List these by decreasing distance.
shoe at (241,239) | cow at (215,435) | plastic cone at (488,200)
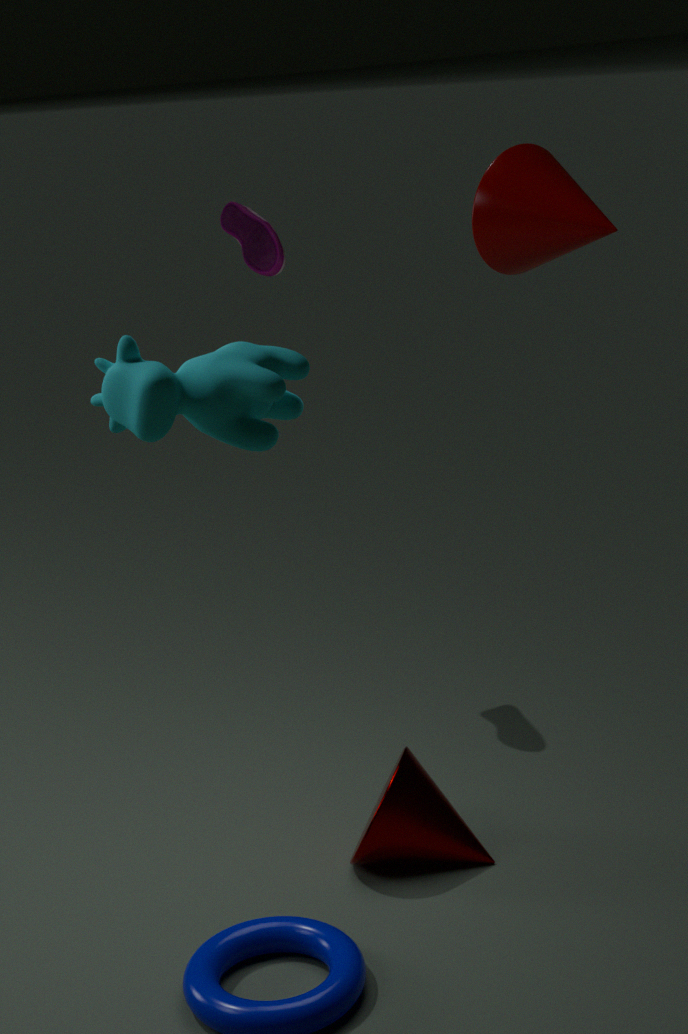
1. shoe at (241,239)
2. plastic cone at (488,200)
3. cow at (215,435)
